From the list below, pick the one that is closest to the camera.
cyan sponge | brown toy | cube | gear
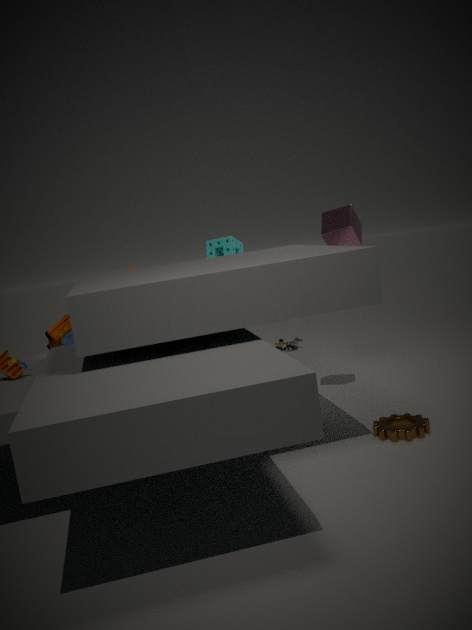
gear
